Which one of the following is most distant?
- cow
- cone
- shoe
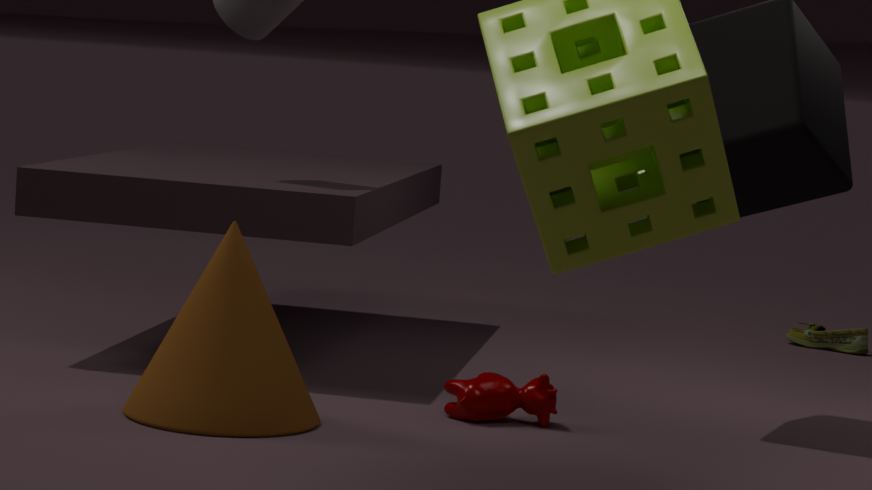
shoe
